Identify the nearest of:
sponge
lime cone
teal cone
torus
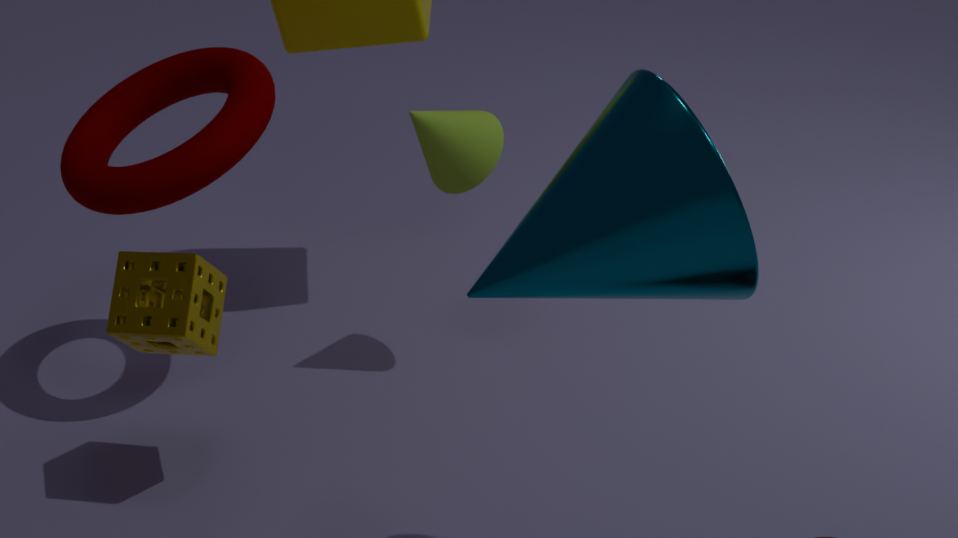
teal cone
